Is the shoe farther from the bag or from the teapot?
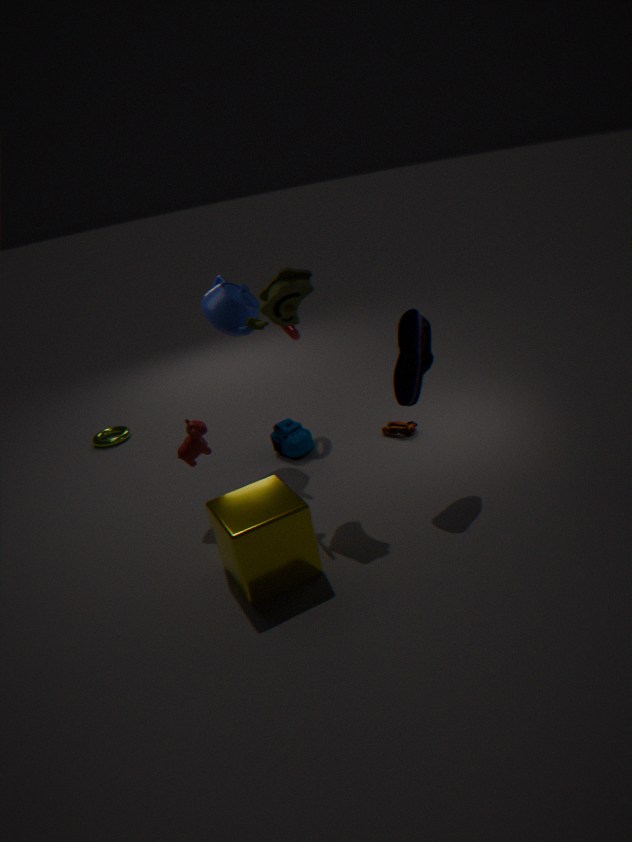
the bag
